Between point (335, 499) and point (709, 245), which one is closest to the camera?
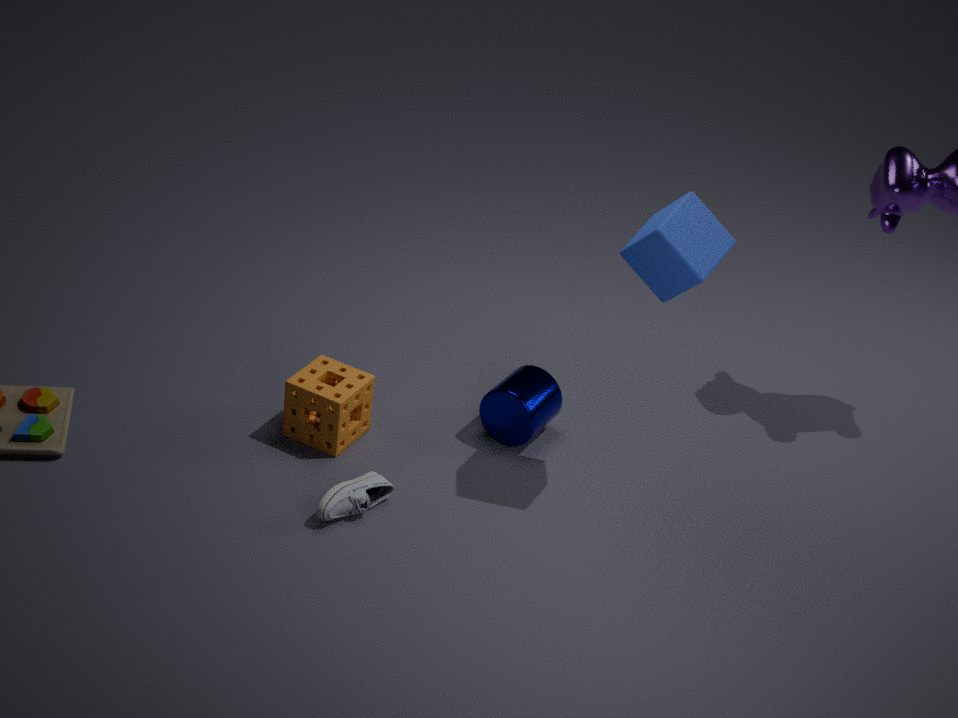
point (709, 245)
